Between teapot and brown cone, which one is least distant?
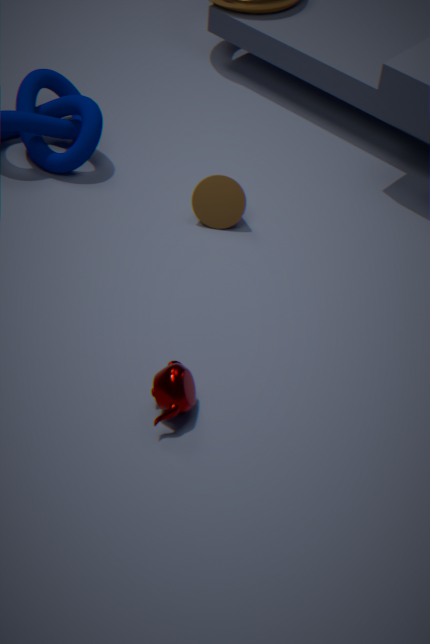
teapot
